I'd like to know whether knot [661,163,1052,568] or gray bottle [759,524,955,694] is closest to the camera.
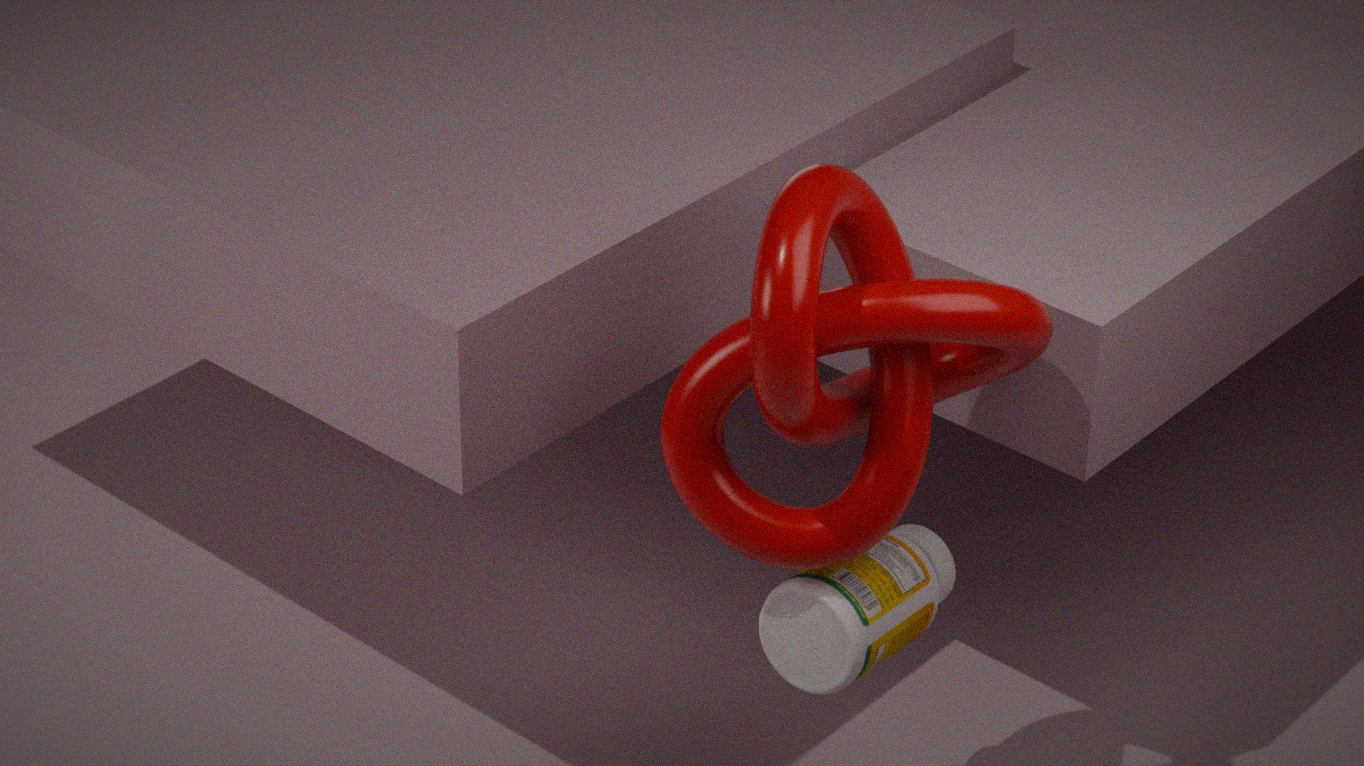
knot [661,163,1052,568]
